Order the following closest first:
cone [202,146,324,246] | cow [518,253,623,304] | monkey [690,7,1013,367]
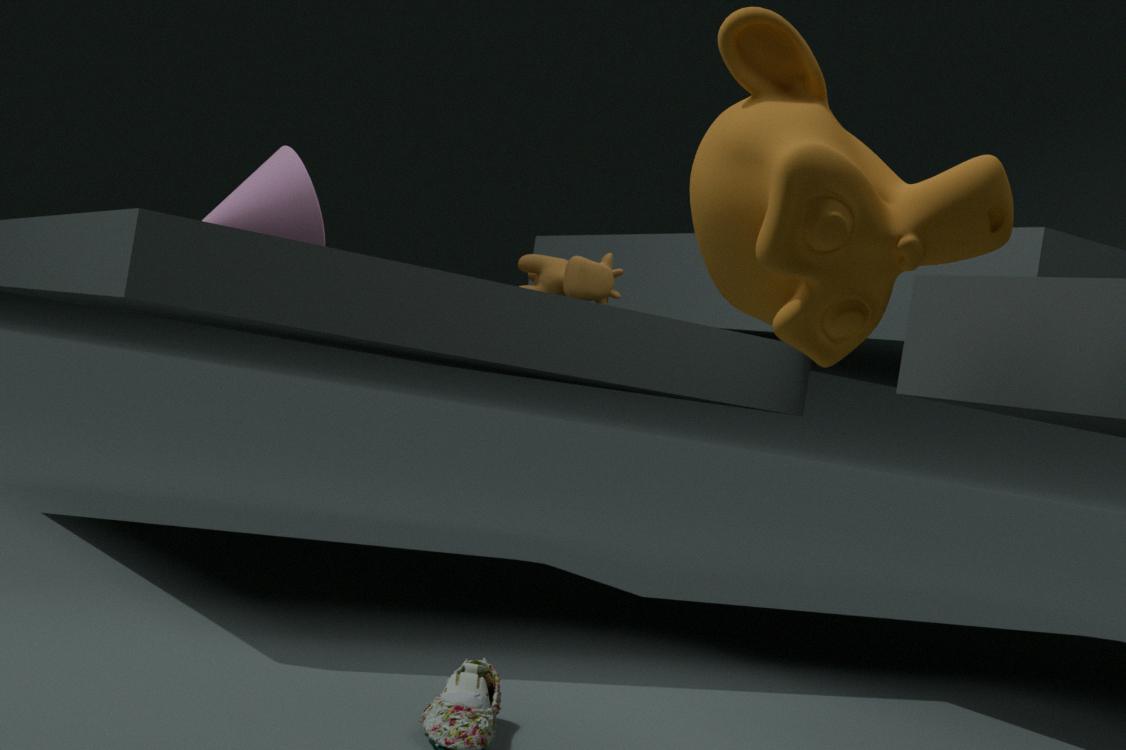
monkey [690,7,1013,367], cone [202,146,324,246], cow [518,253,623,304]
